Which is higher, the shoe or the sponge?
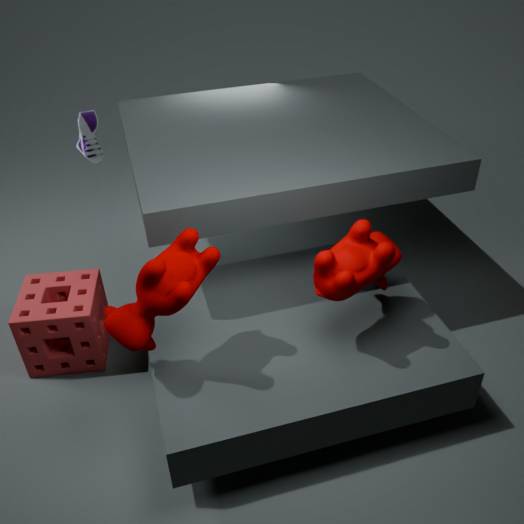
the shoe
